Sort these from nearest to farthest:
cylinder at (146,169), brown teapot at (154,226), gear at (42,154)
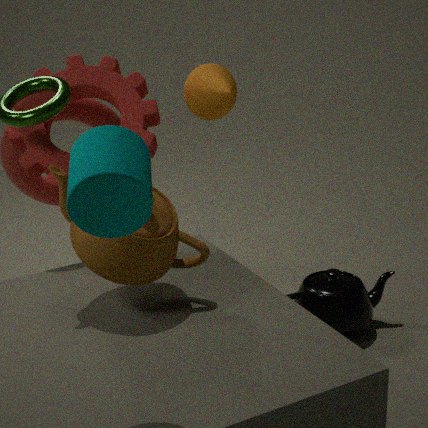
cylinder at (146,169)
brown teapot at (154,226)
gear at (42,154)
